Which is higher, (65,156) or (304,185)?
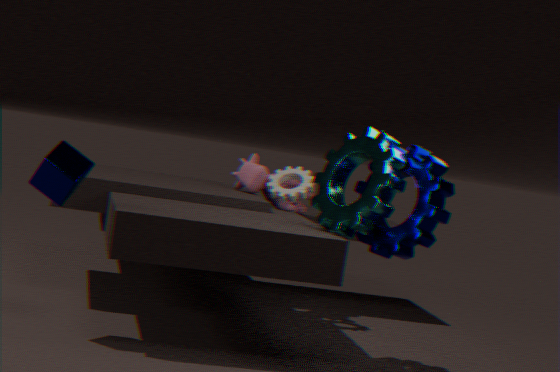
(304,185)
